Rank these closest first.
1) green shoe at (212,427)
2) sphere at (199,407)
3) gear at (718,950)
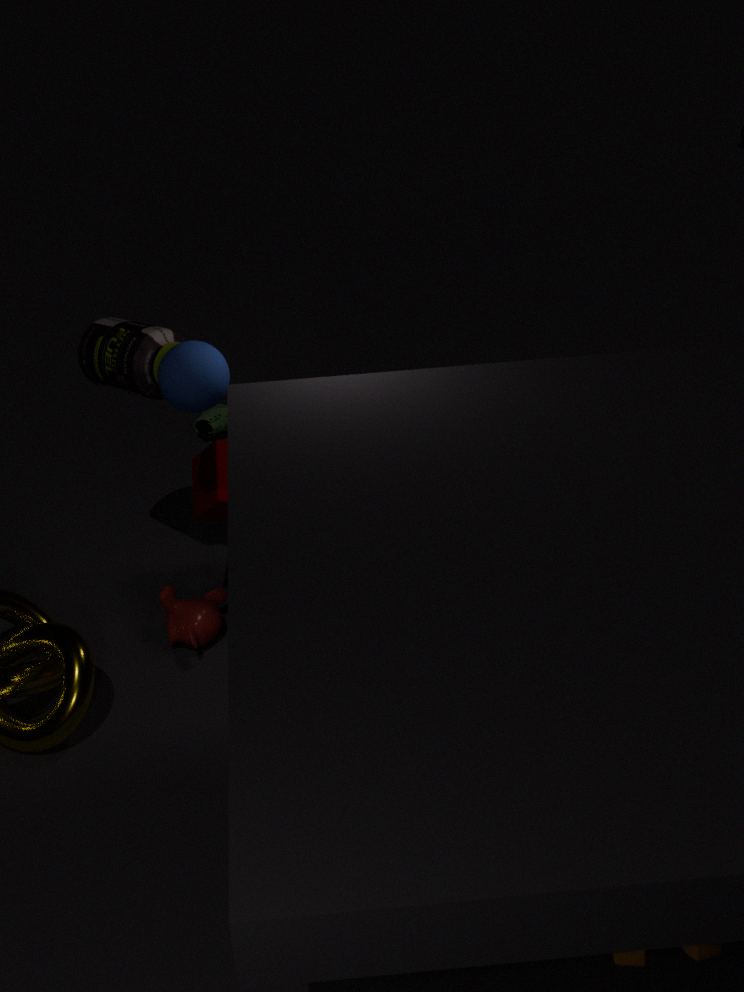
3. gear at (718,950) < 2. sphere at (199,407) < 1. green shoe at (212,427)
